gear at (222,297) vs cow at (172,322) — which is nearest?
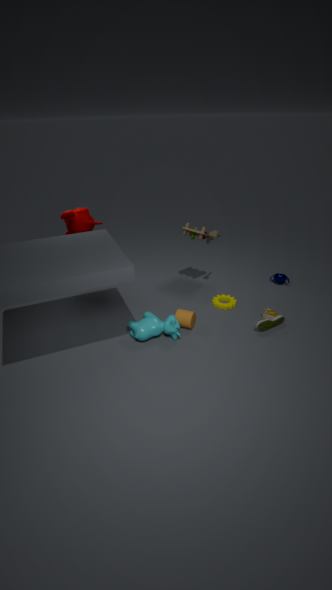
cow at (172,322)
